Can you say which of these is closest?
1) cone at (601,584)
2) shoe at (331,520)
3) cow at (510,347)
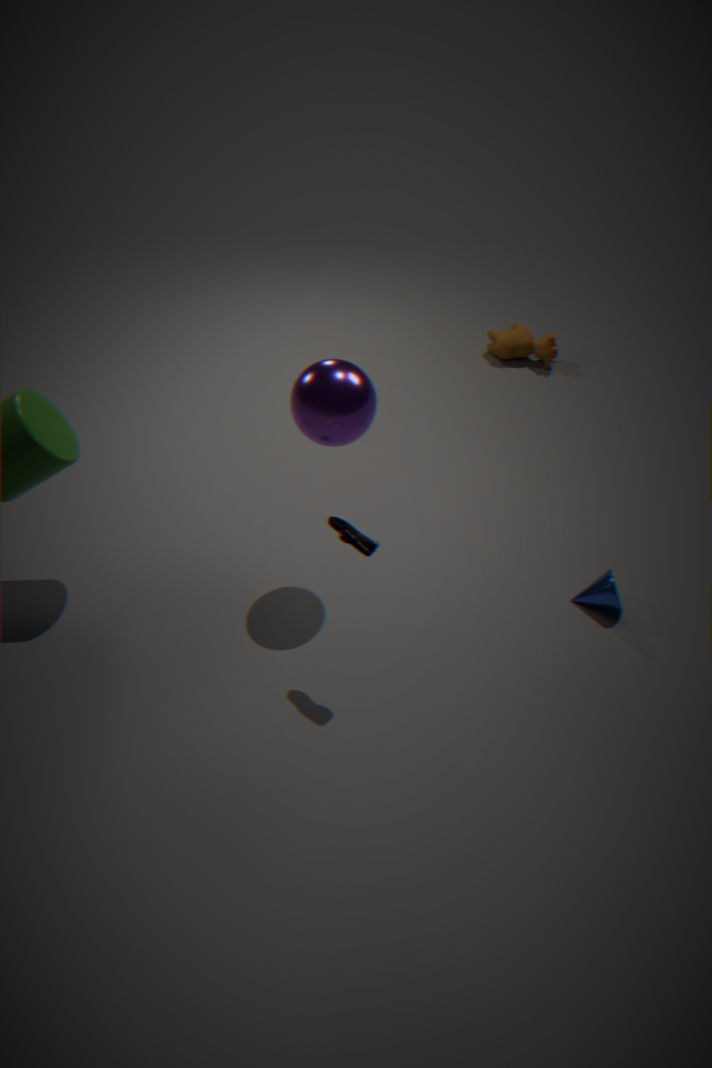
2. shoe at (331,520)
